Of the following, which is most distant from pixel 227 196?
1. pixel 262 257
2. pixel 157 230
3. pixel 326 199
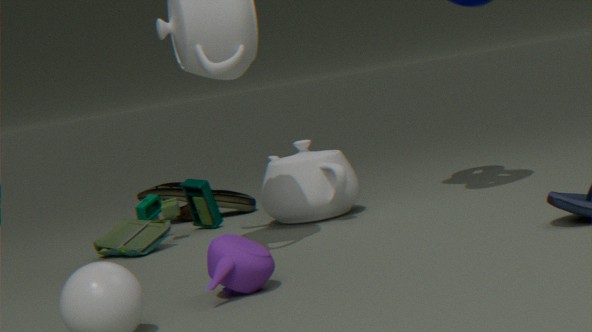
pixel 262 257
